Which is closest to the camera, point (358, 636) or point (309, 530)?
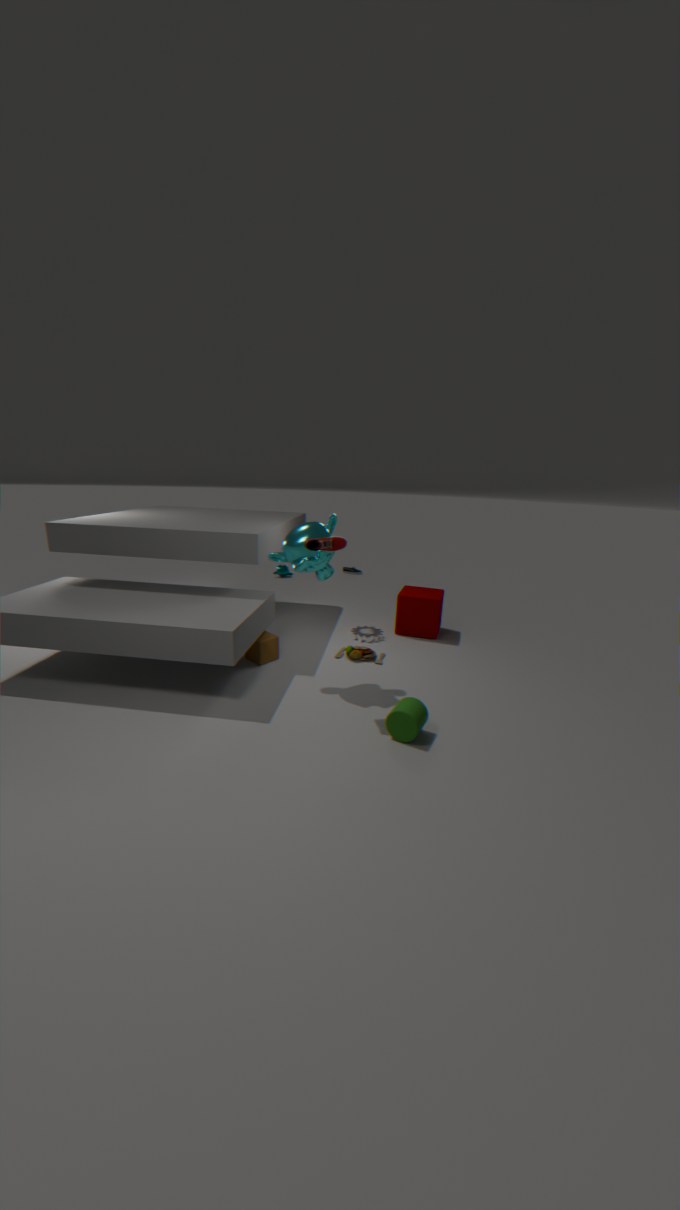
point (309, 530)
